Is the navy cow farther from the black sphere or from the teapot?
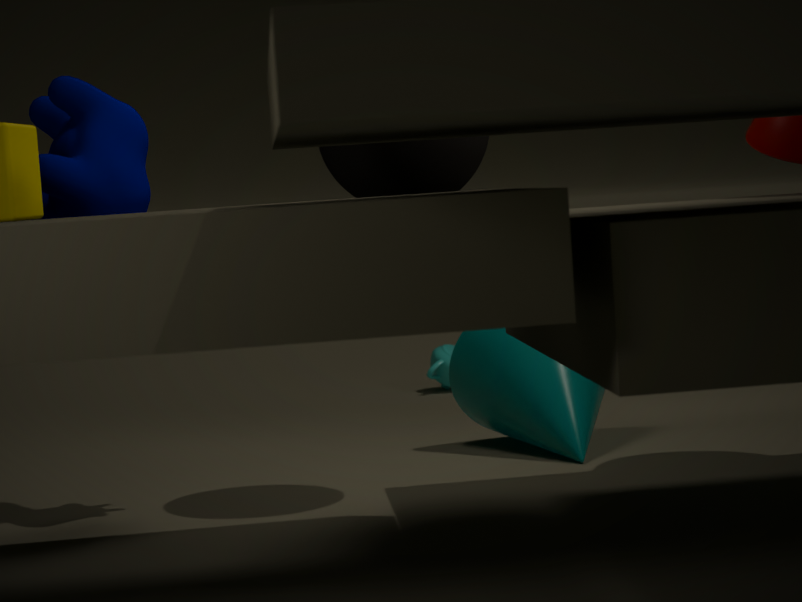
the teapot
